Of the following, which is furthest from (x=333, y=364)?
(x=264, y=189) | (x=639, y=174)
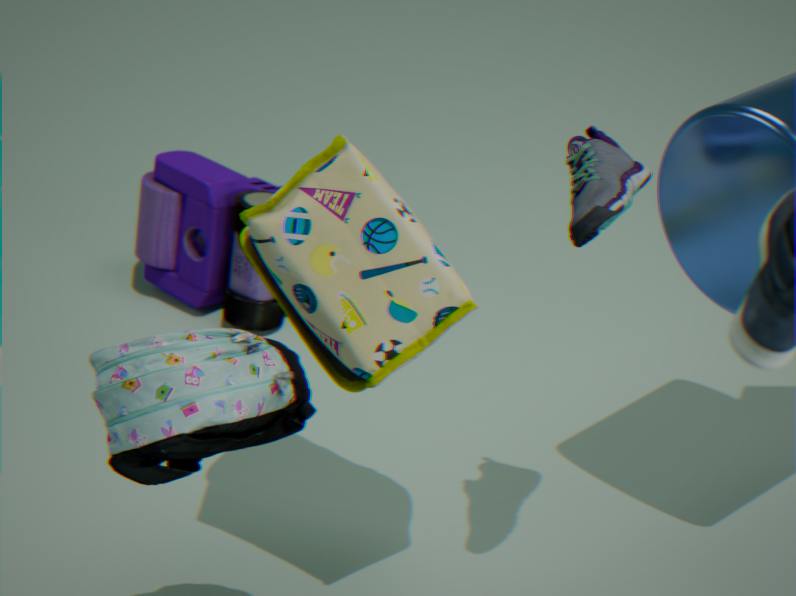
(x=264, y=189)
